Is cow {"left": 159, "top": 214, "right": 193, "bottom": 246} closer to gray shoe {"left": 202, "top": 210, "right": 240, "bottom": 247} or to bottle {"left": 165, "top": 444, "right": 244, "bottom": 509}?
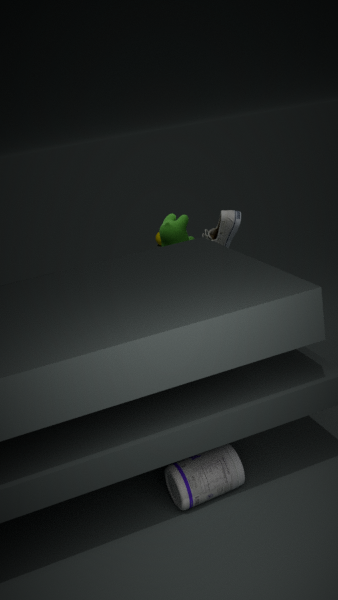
gray shoe {"left": 202, "top": 210, "right": 240, "bottom": 247}
